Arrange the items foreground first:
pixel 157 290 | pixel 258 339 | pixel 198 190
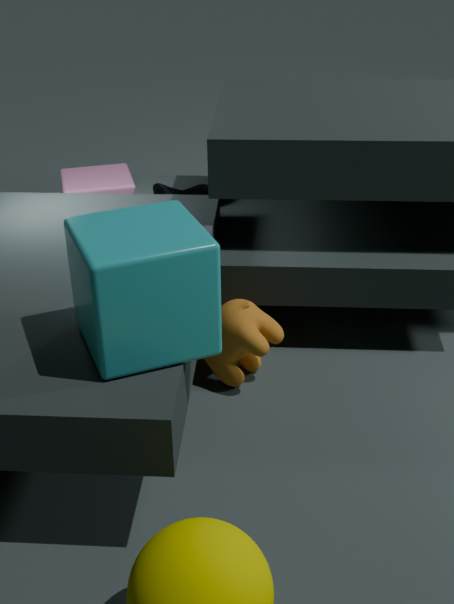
pixel 157 290, pixel 258 339, pixel 198 190
